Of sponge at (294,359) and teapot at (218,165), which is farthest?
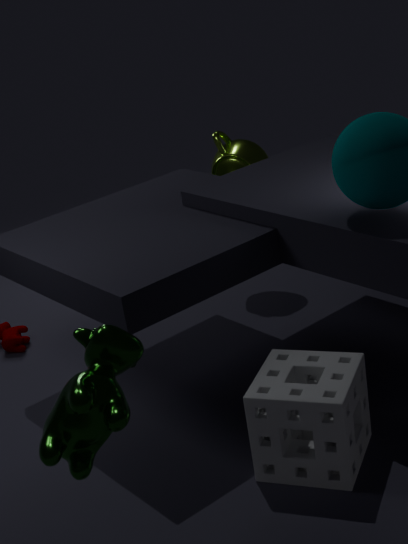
teapot at (218,165)
